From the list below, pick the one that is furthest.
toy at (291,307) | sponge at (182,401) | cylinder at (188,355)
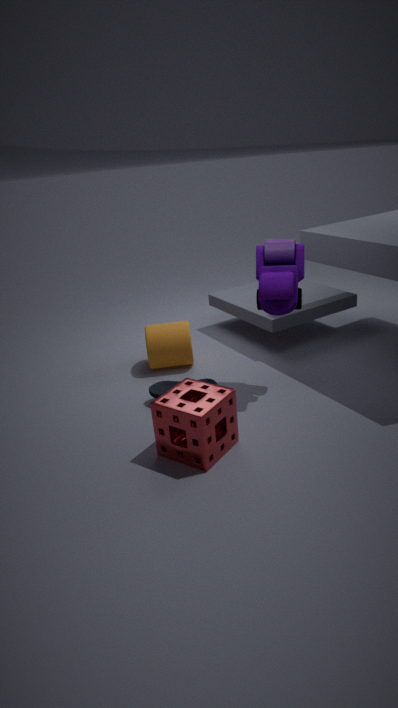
cylinder at (188,355)
